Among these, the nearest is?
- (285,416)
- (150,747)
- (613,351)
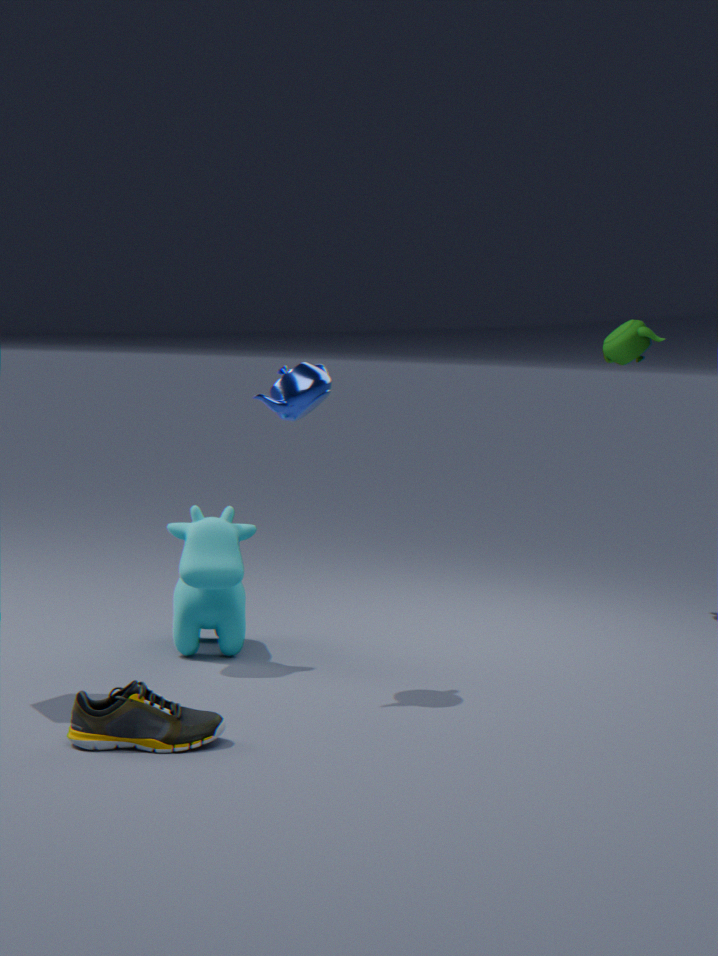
(150,747)
